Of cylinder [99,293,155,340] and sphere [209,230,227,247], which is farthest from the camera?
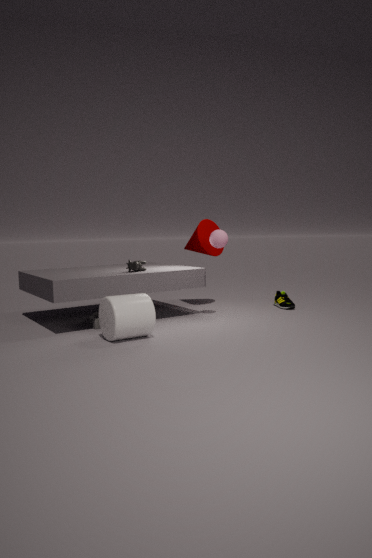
sphere [209,230,227,247]
